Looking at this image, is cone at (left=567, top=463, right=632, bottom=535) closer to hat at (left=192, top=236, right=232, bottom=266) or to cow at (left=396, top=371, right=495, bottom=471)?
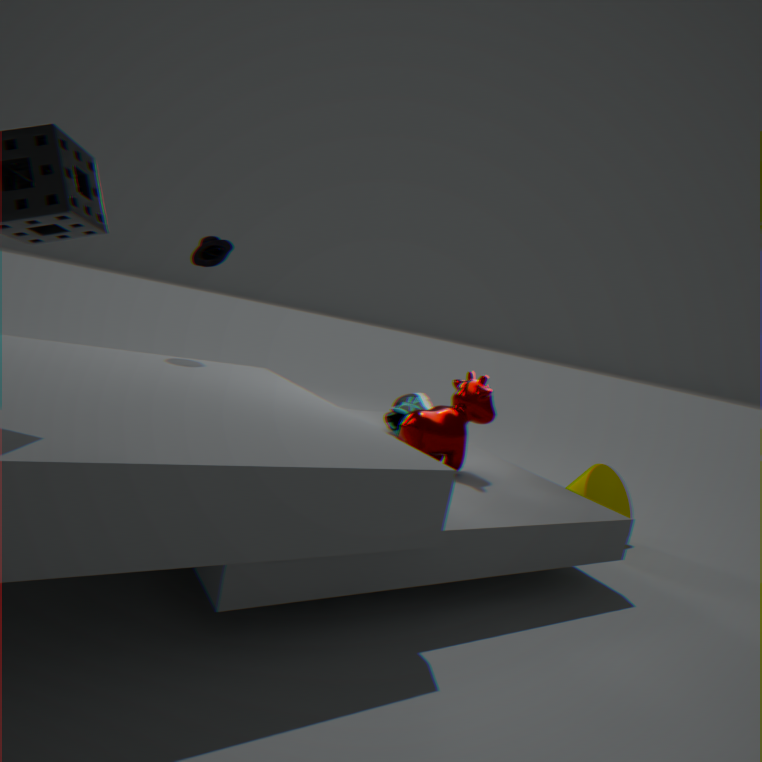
cow at (left=396, top=371, right=495, bottom=471)
